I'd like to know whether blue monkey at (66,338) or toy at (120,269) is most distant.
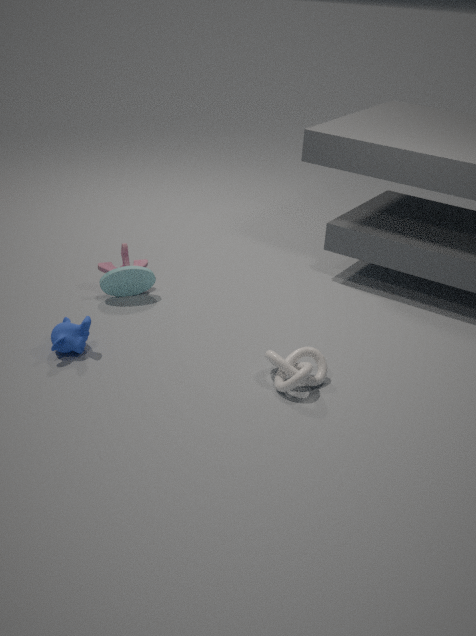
toy at (120,269)
